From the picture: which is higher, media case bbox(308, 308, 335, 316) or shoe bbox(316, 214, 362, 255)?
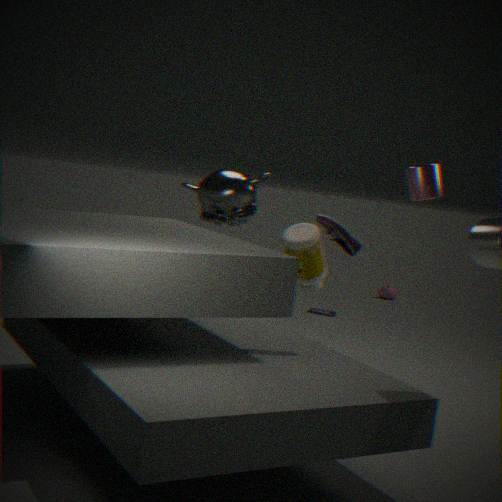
shoe bbox(316, 214, 362, 255)
